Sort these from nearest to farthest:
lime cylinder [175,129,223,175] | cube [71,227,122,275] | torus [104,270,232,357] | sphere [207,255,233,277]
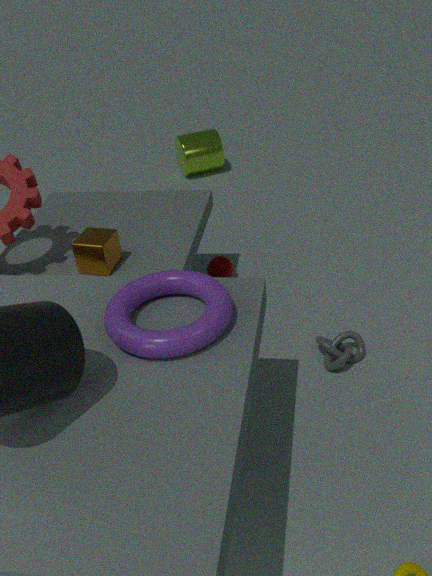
torus [104,270,232,357]
cube [71,227,122,275]
sphere [207,255,233,277]
lime cylinder [175,129,223,175]
